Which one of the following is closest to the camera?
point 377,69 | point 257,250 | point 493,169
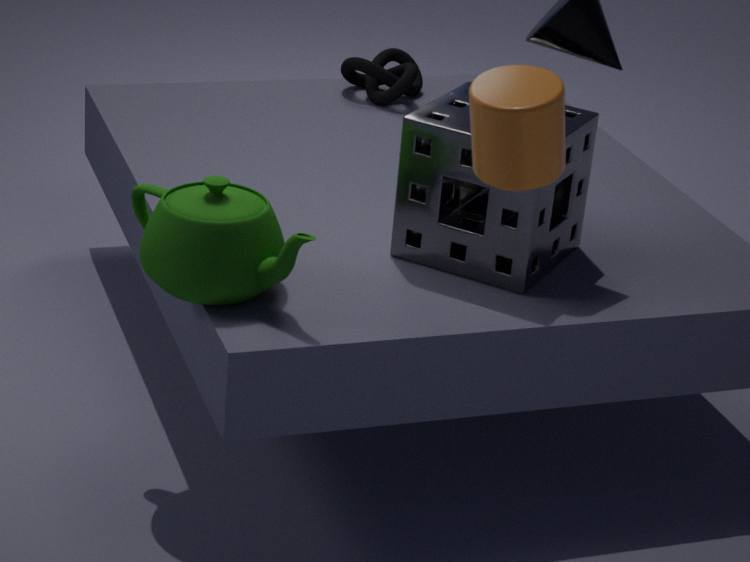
point 493,169
